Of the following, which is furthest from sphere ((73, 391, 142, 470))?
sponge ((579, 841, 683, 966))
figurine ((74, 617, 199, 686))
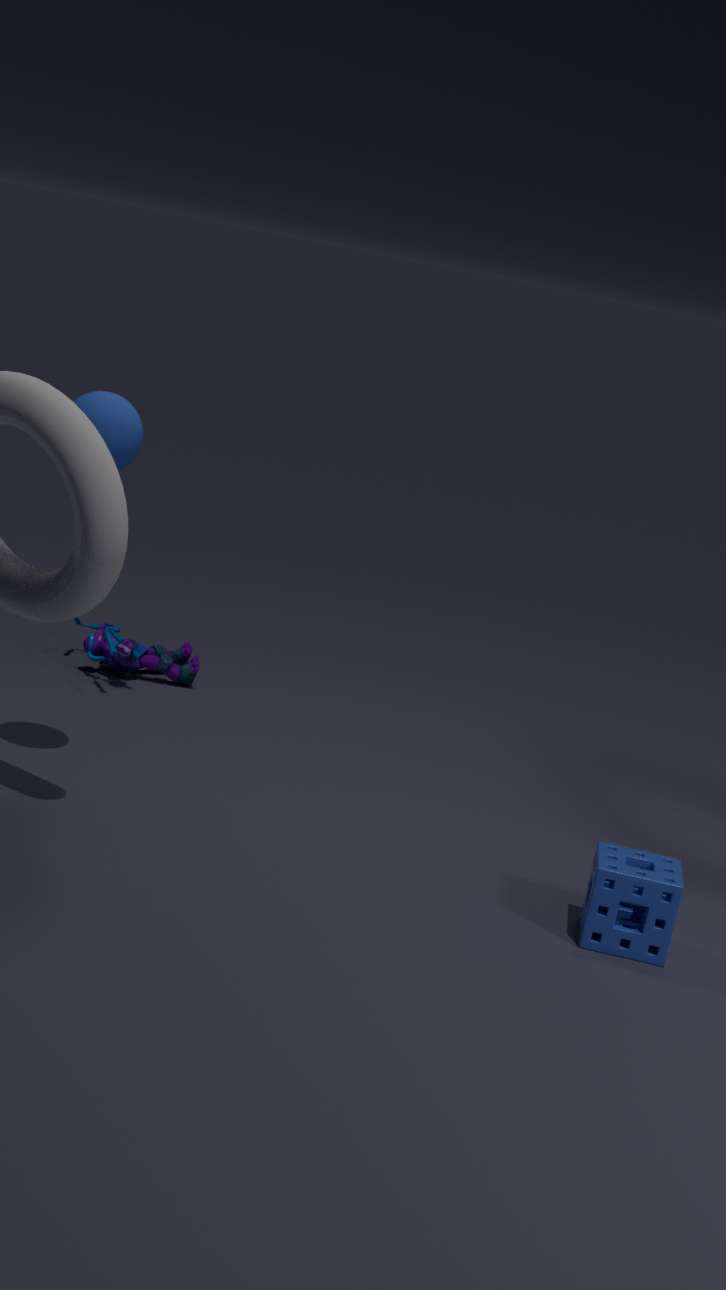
sponge ((579, 841, 683, 966))
